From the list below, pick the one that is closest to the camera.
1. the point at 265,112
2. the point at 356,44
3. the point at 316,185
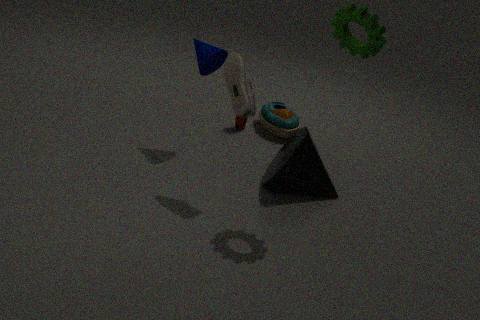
the point at 356,44
